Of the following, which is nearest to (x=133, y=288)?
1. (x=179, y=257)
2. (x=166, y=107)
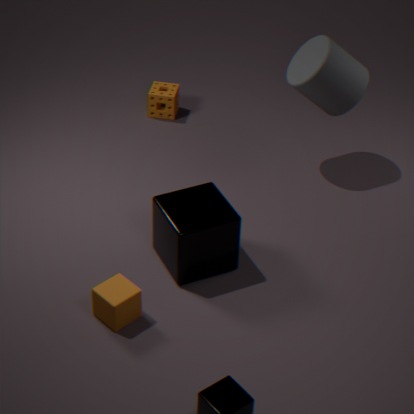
(x=179, y=257)
